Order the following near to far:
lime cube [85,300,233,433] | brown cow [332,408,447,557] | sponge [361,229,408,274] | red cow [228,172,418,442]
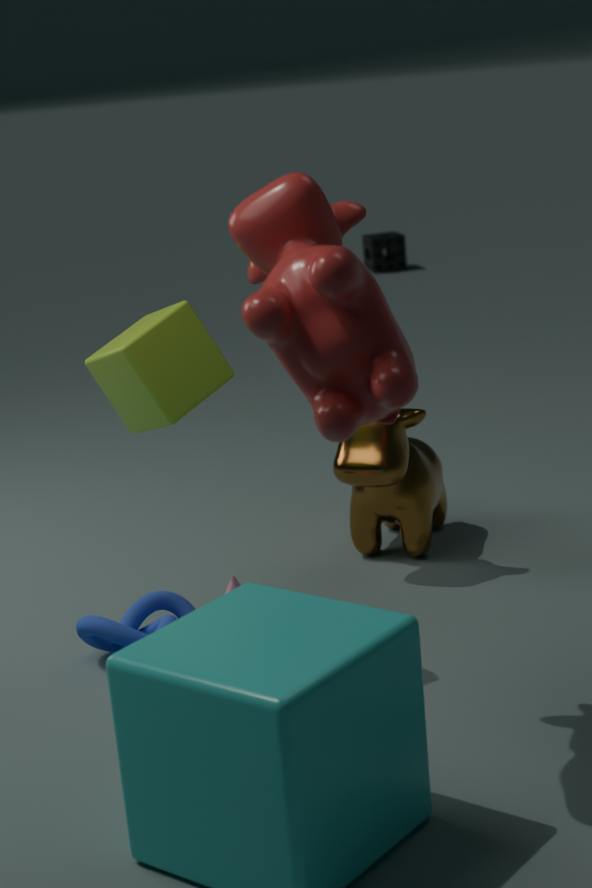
red cow [228,172,418,442], lime cube [85,300,233,433], brown cow [332,408,447,557], sponge [361,229,408,274]
